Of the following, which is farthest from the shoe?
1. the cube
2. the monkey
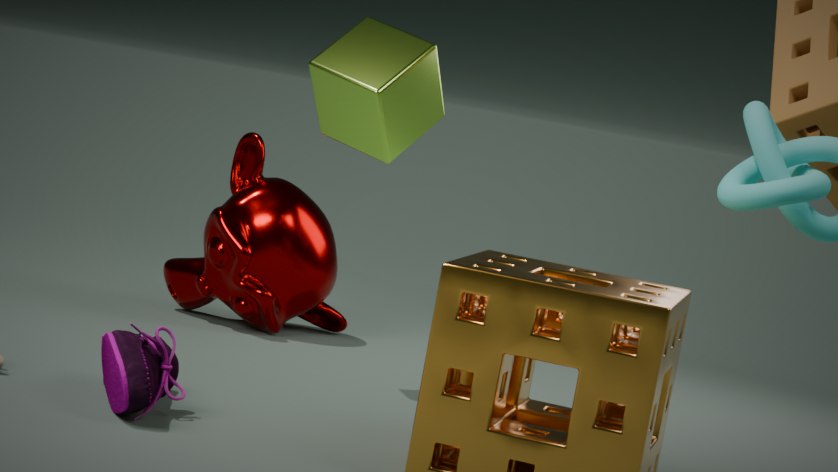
the monkey
